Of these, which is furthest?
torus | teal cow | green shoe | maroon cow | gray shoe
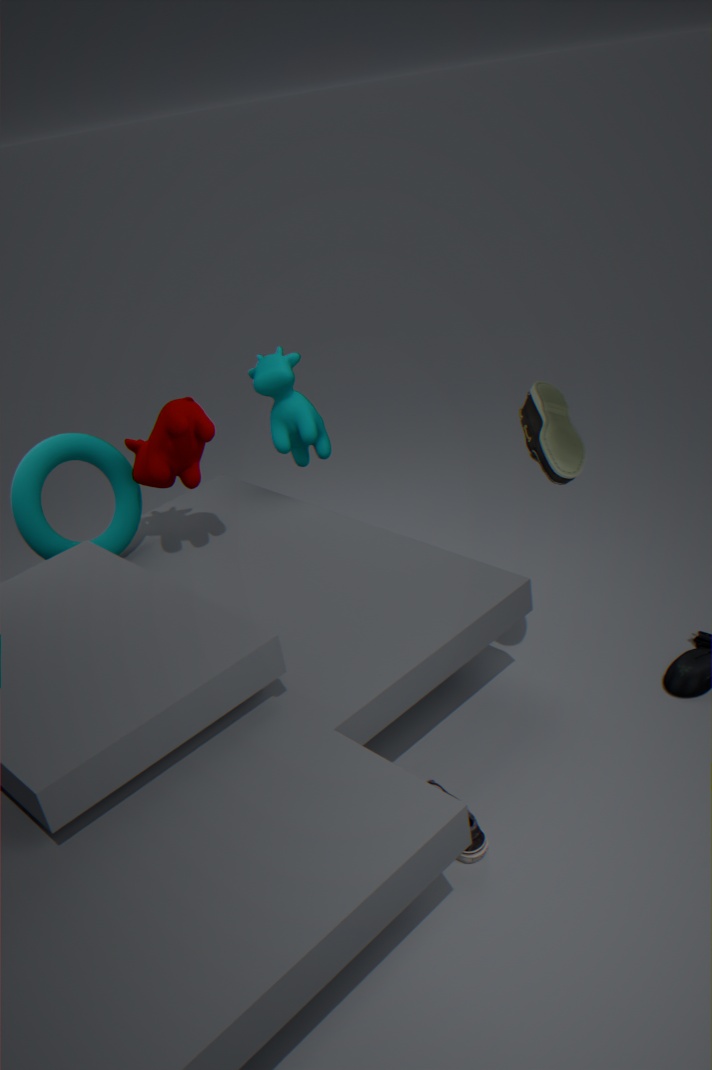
teal cow
